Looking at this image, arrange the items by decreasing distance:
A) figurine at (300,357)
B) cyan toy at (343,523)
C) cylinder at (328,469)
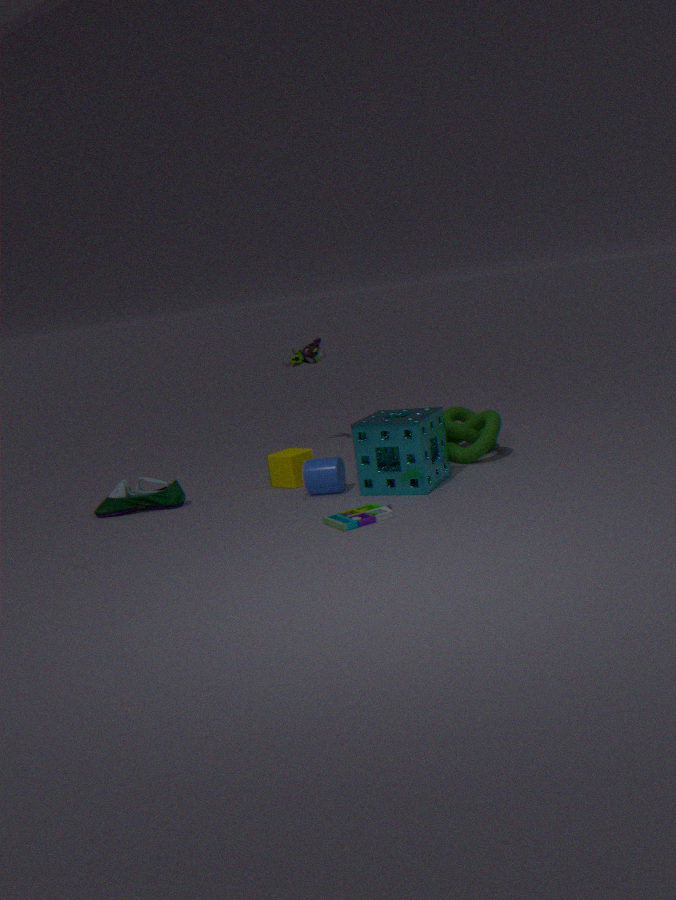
figurine at (300,357) → cylinder at (328,469) → cyan toy at (343,523)
